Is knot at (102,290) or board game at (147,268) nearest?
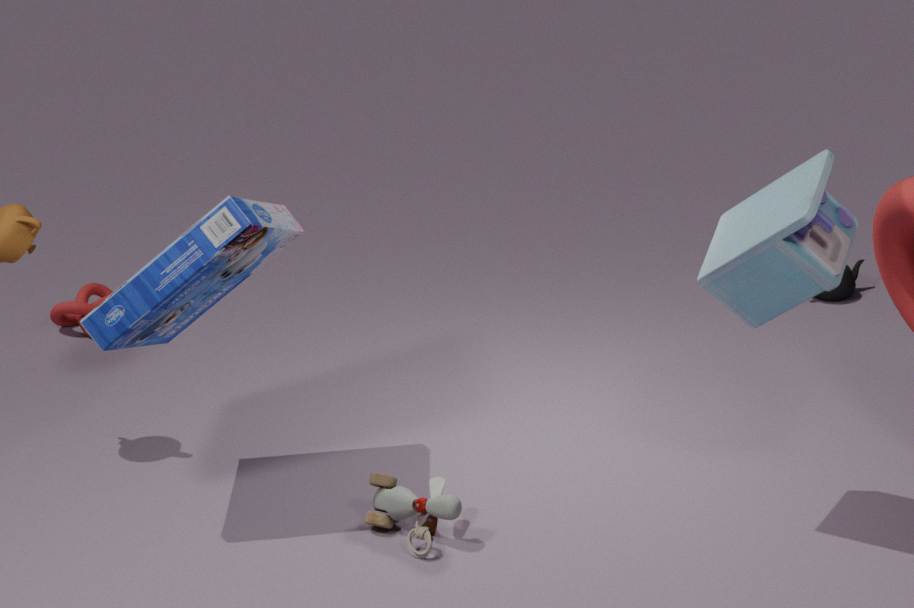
board game at (147,268)
